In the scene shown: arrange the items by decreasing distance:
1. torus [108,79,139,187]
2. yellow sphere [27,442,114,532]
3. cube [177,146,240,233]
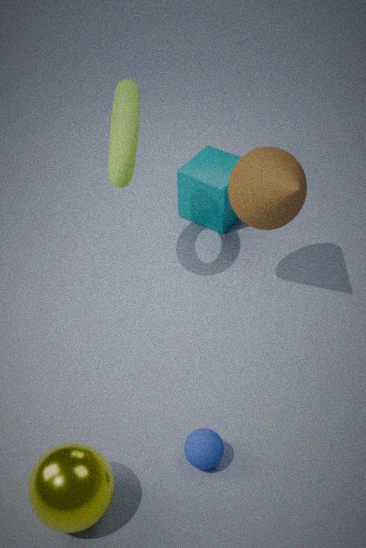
cube [177,146,240,233] → torus [108,79,139,187] → yellow sphere [27,442,114,532]
